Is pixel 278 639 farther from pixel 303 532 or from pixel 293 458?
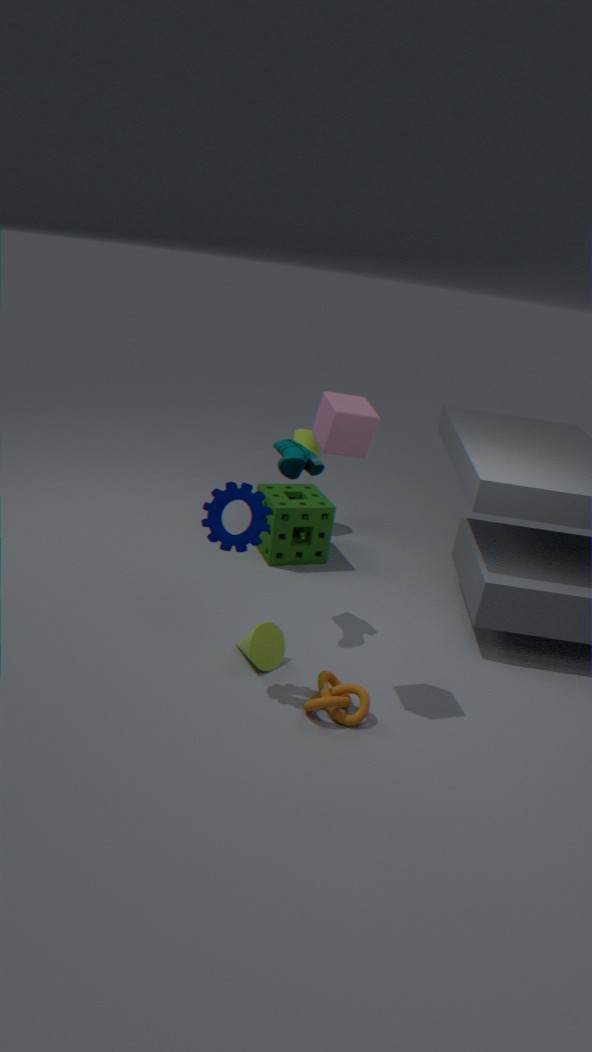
pixel 303 532
